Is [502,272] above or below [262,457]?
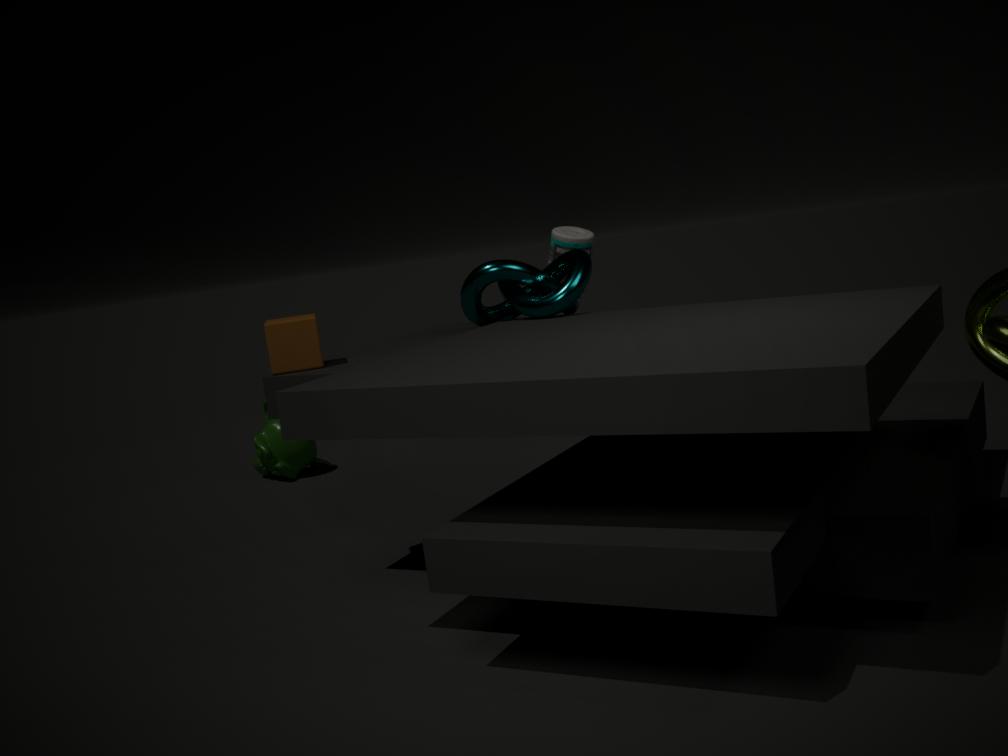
above
